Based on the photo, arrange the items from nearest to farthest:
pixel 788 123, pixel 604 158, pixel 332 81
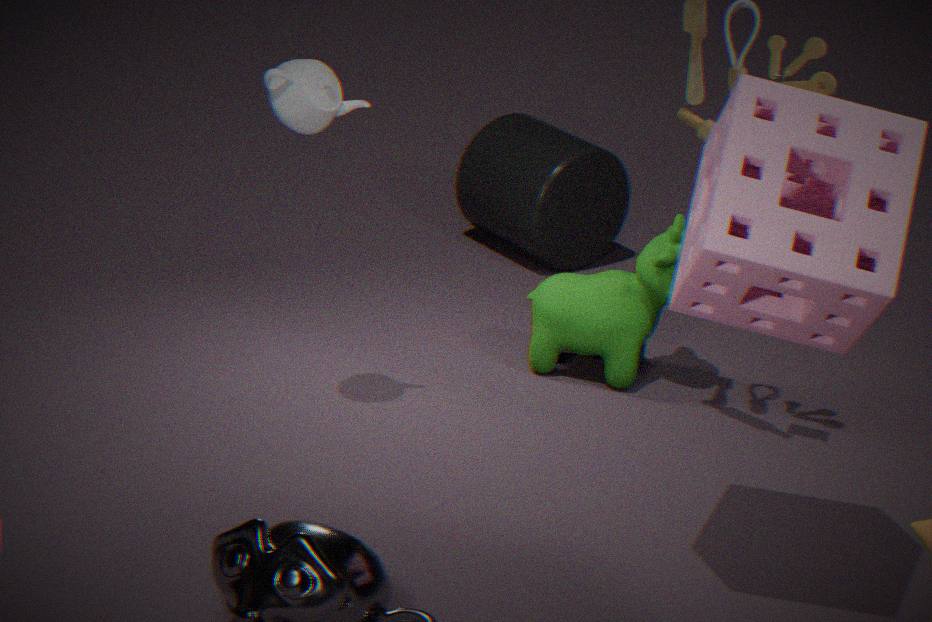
pixel 788 123, pixel 332 81, pixel 604 158
